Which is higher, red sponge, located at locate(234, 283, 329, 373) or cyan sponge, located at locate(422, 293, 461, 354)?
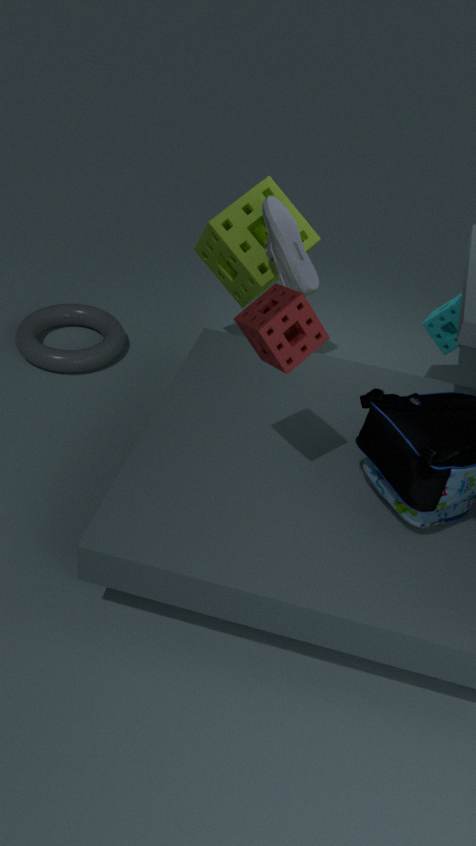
red sponge, located at locate(234, 283, 329, 373)
